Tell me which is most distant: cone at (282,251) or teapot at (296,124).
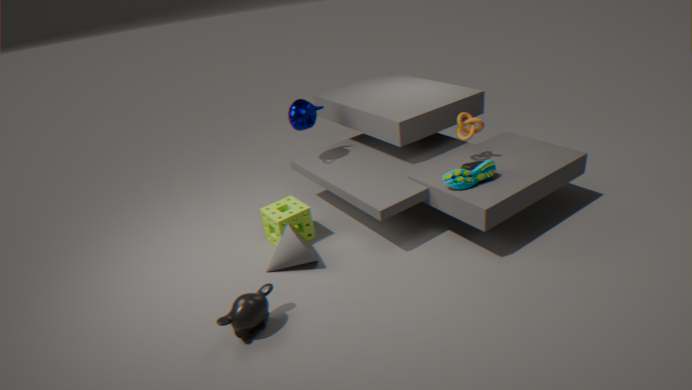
teapot at (296,124)
